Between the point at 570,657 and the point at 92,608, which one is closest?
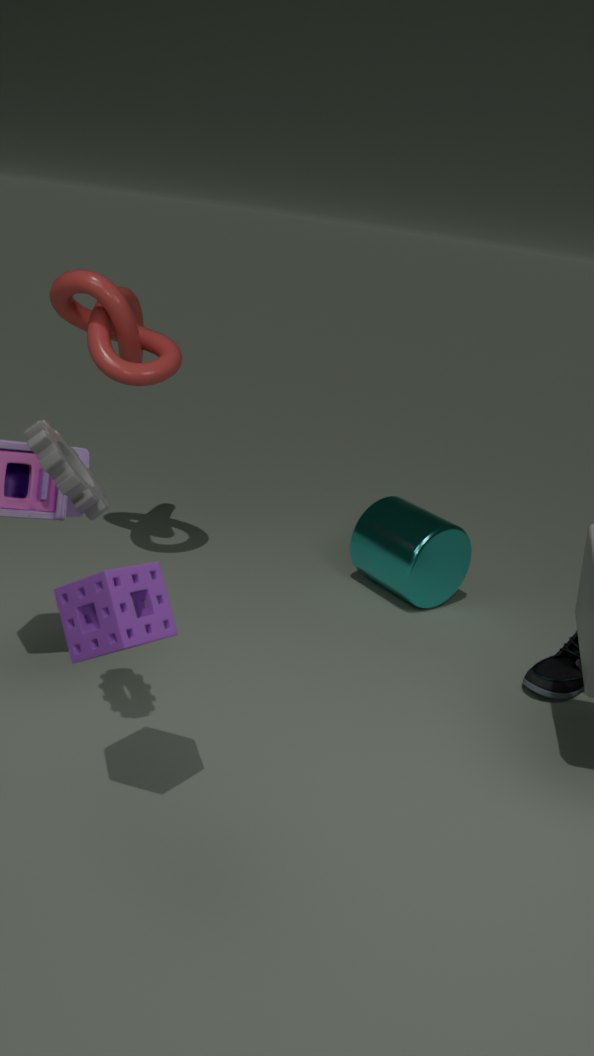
the point at 92,608
